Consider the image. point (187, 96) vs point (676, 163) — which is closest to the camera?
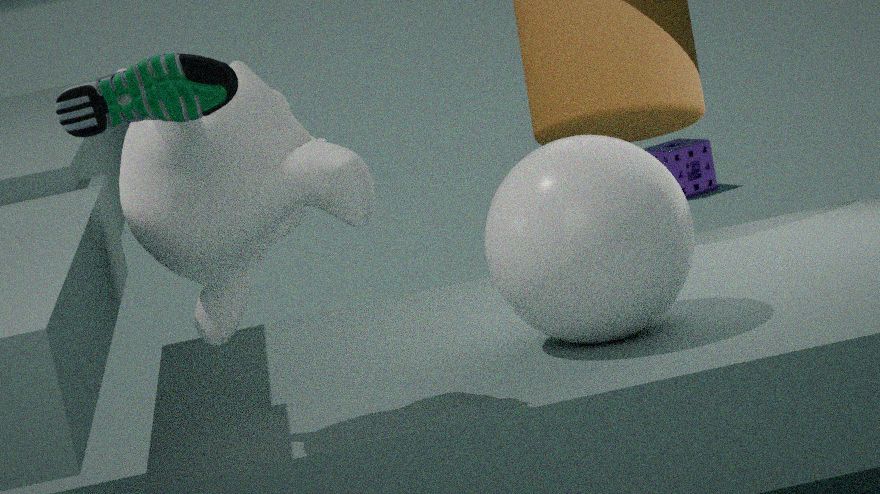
point (187, 96)
